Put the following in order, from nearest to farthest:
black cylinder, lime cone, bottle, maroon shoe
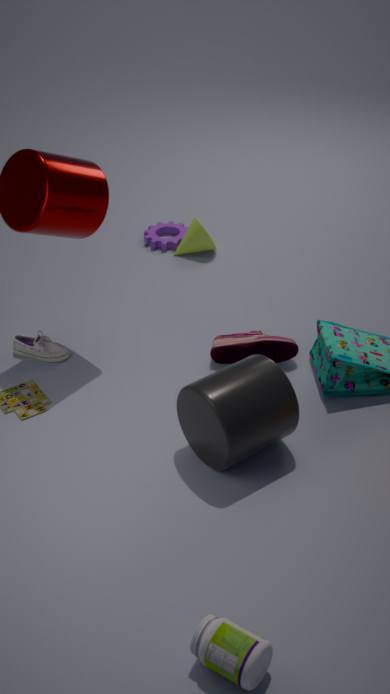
bottle < black cylinder < maroon shoe < lime cone
